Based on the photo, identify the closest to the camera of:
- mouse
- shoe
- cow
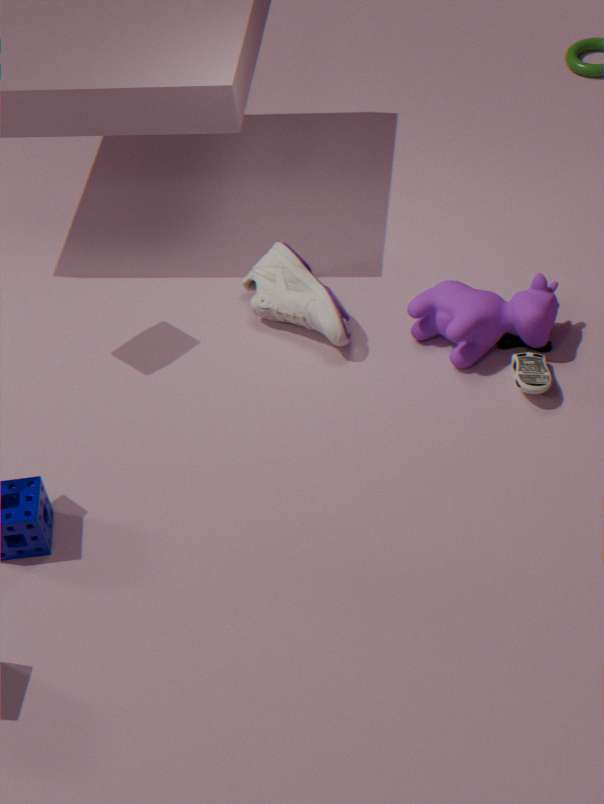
mouse
